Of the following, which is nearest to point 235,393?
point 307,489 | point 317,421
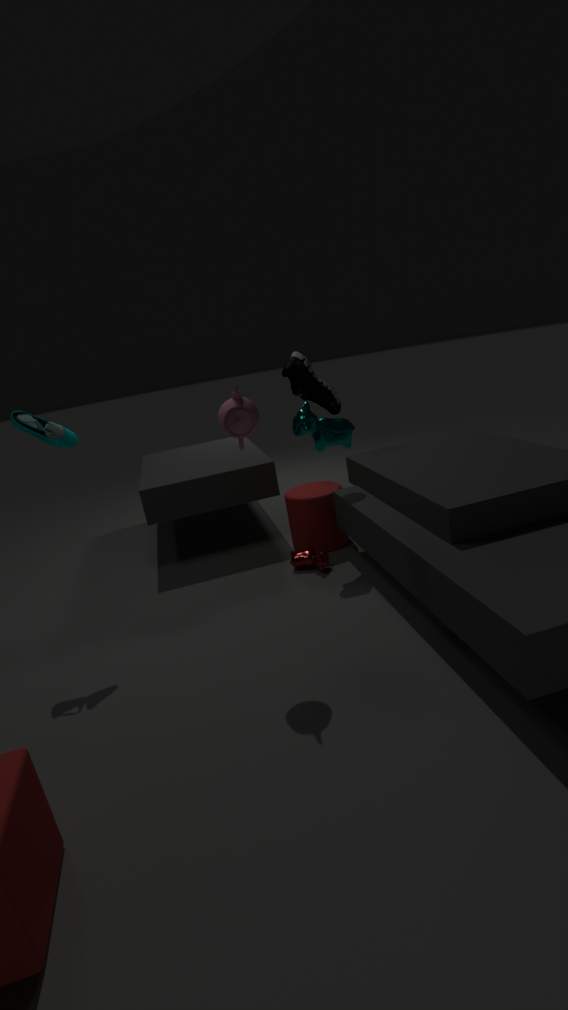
point 307,489
